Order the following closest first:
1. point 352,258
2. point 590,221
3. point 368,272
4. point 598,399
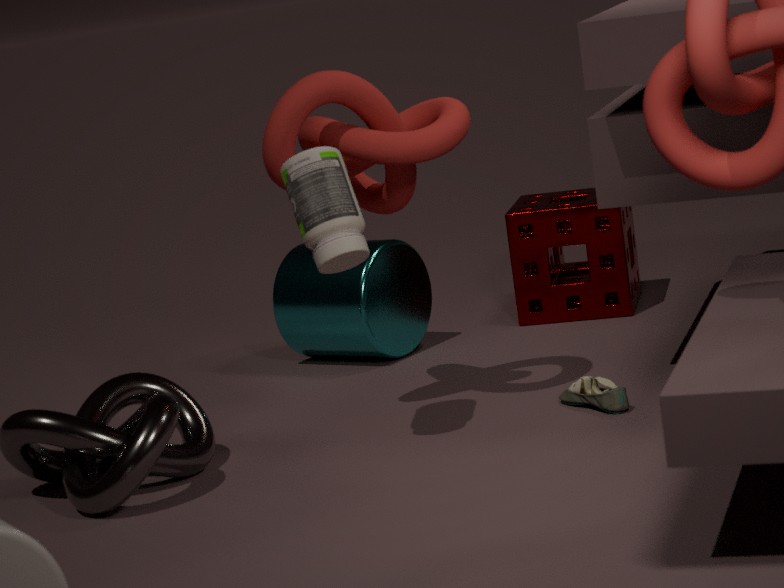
point 352,258, point 598,399, point 368,272, point 590,221
